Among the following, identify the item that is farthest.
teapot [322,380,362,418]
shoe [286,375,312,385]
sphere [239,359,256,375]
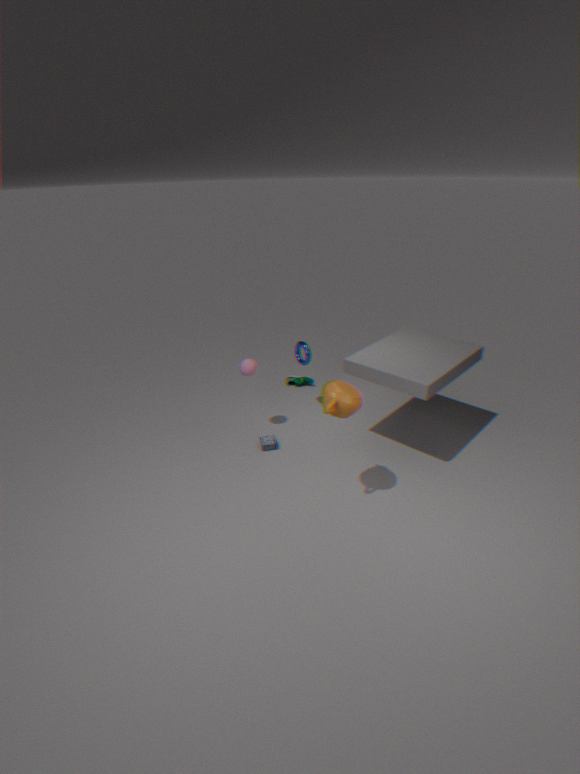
shoe [286,375,312,385]
